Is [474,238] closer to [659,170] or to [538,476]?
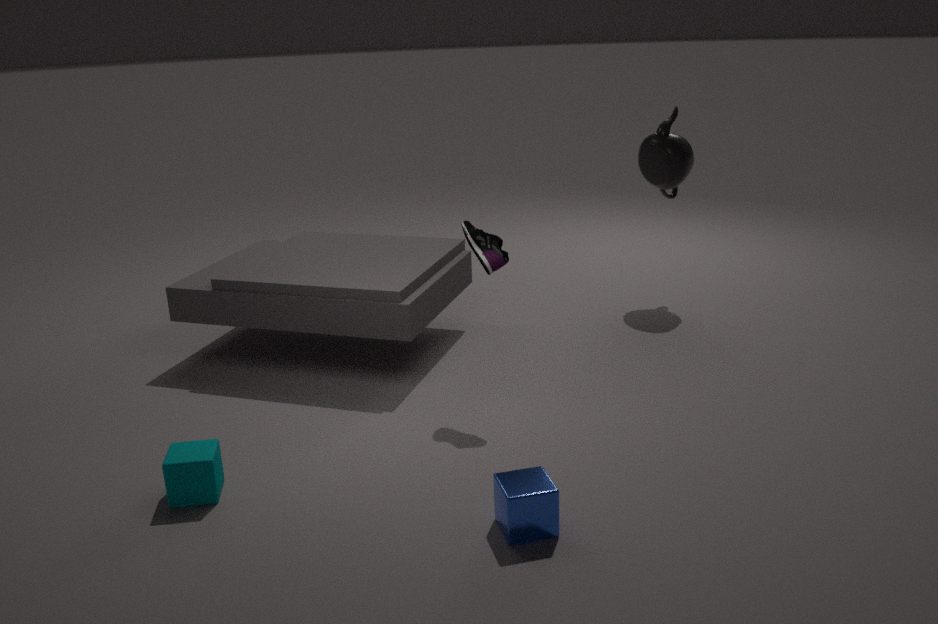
[538,476]
